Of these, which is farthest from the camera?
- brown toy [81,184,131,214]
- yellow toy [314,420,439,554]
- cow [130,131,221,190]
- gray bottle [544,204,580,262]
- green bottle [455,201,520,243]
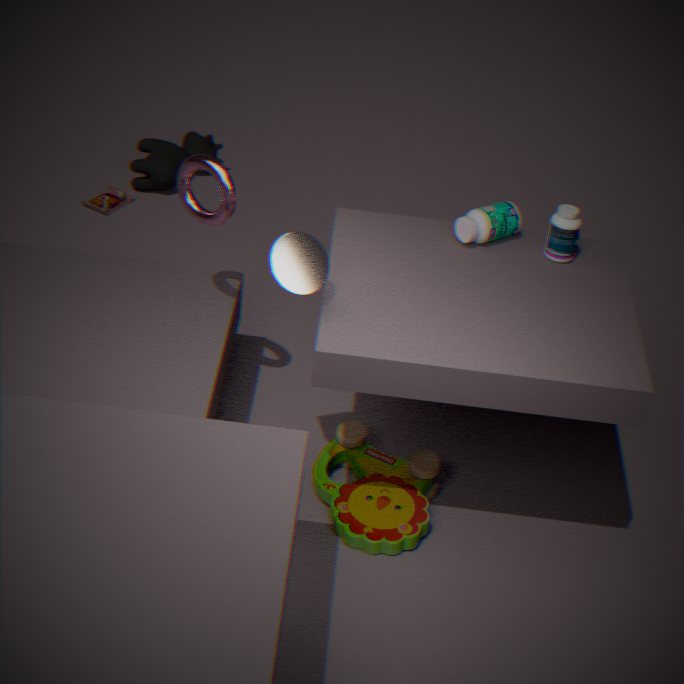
cow [130,131,221,190]
